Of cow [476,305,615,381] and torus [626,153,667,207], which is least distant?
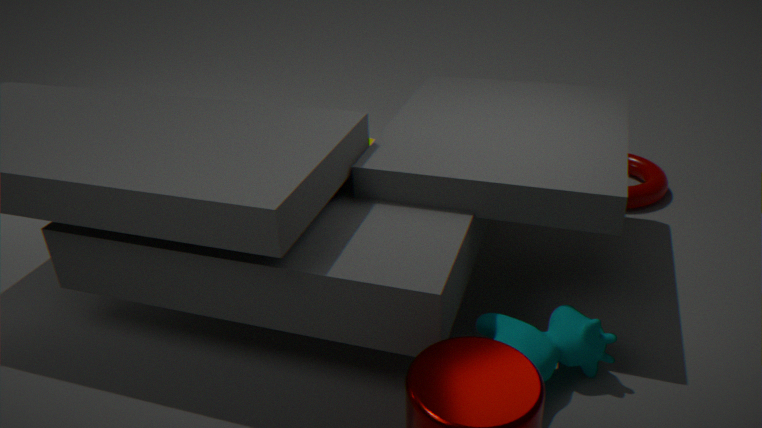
cow [476,305,615,381]
